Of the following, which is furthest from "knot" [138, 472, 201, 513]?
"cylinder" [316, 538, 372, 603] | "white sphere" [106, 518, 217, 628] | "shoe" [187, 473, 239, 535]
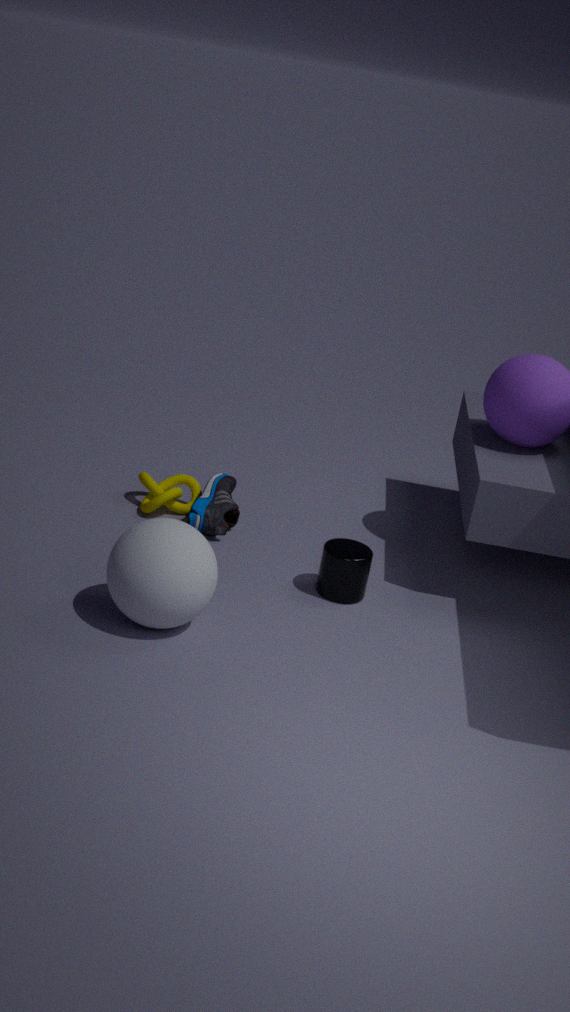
"cylinder" [316, 538, 372, 603]
